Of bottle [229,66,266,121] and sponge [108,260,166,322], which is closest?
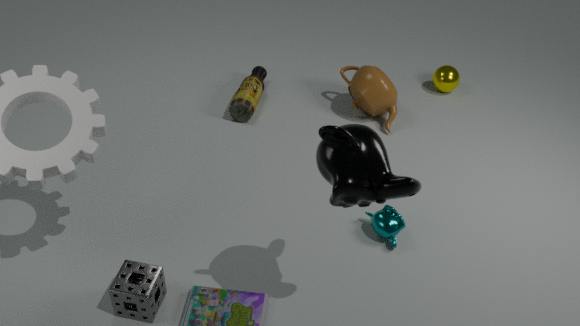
sponge [108,260,166,322]
